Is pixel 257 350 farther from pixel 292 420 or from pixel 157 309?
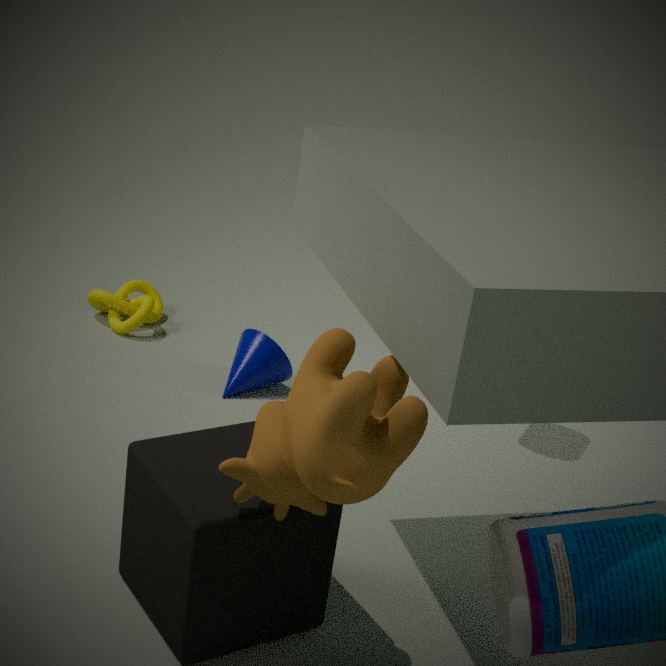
pixel 292 420
